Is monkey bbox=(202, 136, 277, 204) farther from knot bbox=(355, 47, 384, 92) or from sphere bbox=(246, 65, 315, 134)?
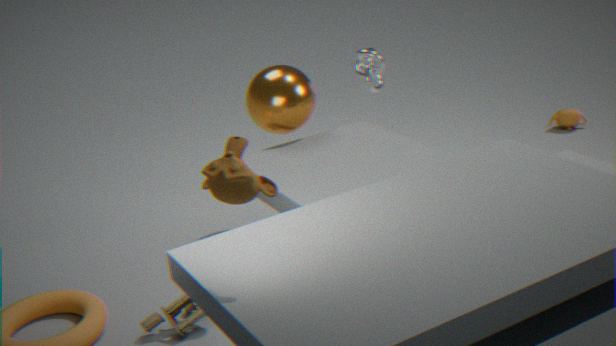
knot bbox=(355, 47, 384, 92)
